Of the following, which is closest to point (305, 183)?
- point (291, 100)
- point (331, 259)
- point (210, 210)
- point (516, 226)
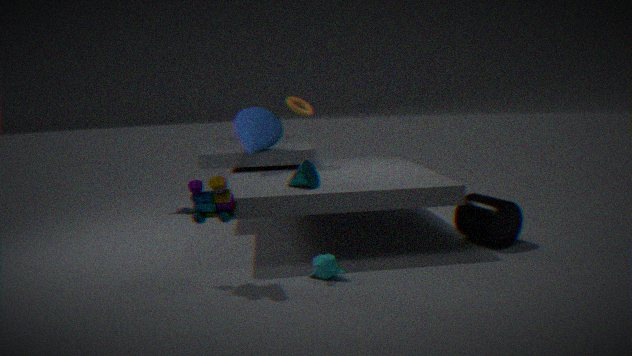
point (331, 259)
